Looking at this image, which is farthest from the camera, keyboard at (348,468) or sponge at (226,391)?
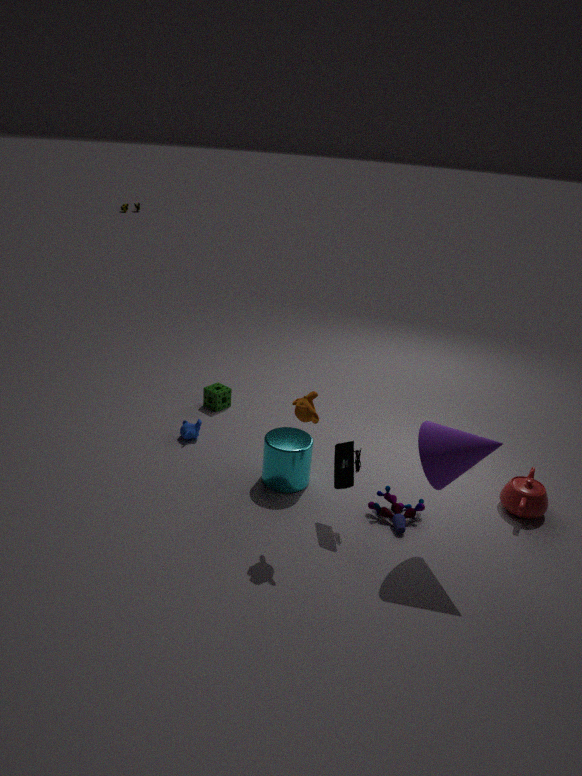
sponge at (226,391)
